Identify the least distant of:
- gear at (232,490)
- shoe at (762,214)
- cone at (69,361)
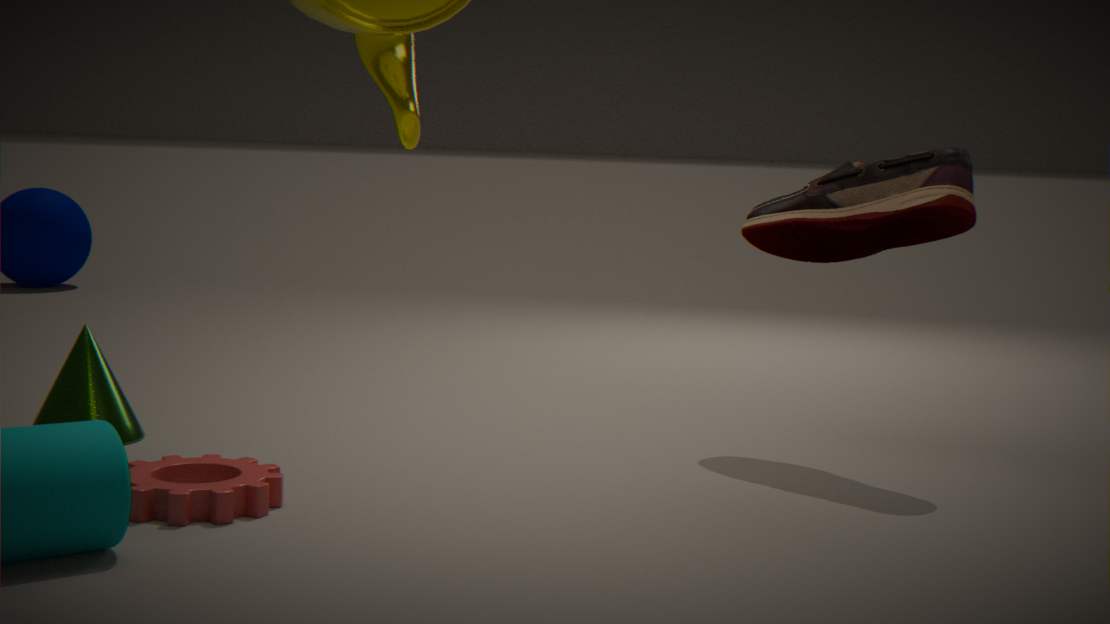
gear at (232,490)
